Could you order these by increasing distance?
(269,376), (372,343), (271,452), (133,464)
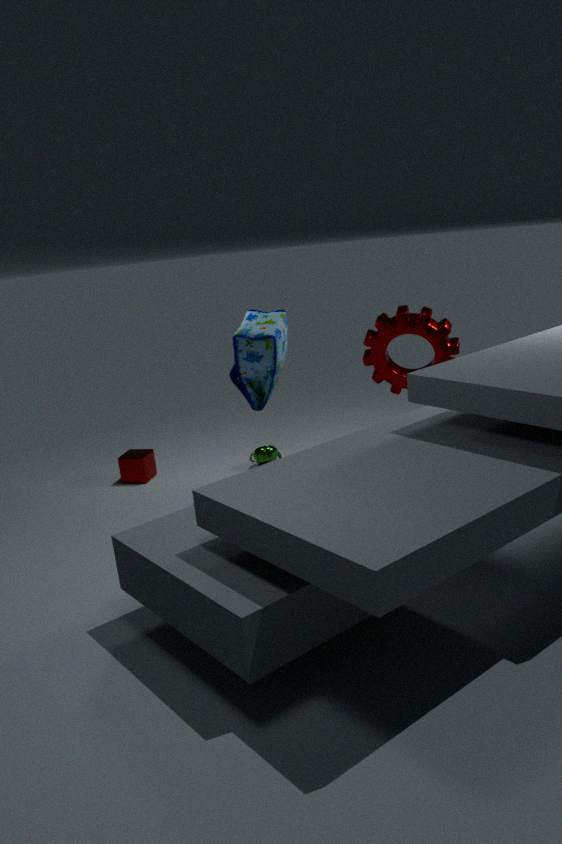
(269,376) → (372,343) → (133,464) → (271,452)
